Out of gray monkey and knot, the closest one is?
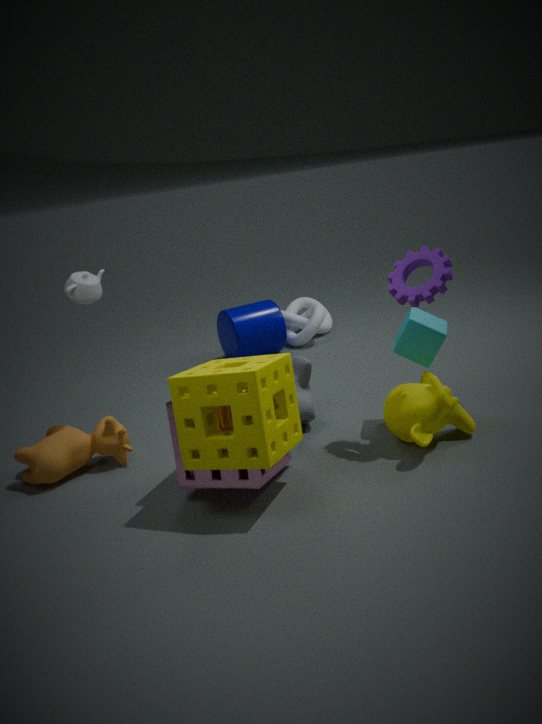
gray monkey
